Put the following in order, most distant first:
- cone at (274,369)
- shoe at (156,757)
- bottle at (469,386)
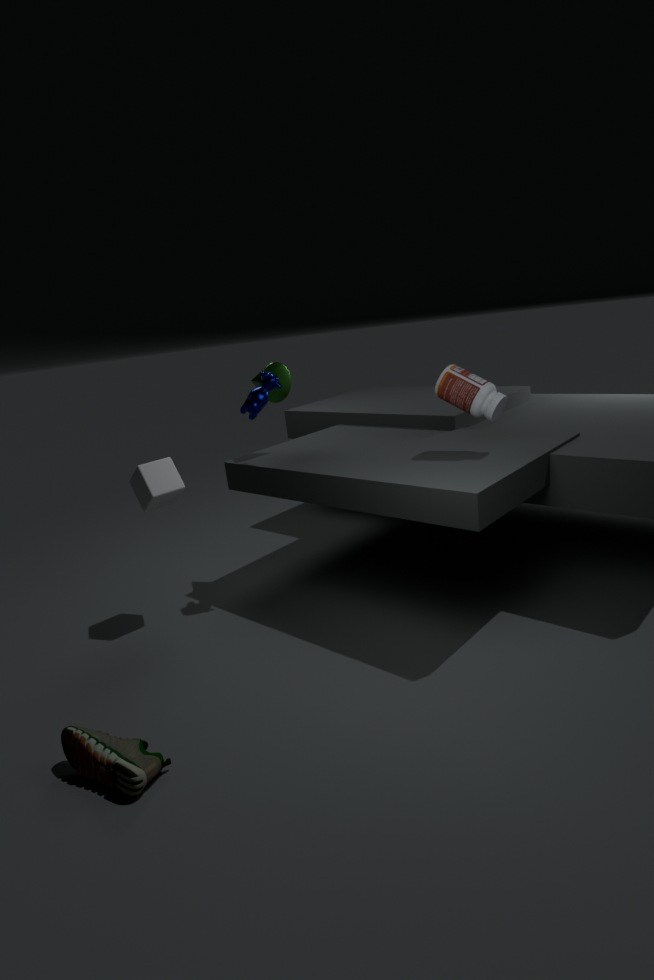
cone at (274,369)
bottle at (469,386)
shoe at (156,757)
